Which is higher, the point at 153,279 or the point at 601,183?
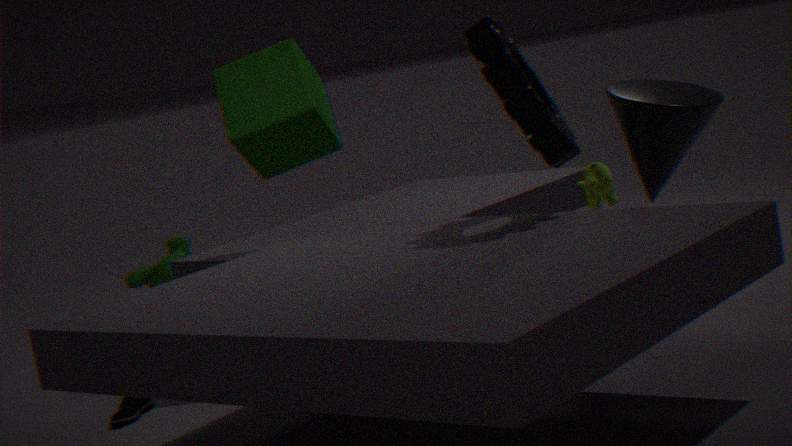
the point at 601,183
